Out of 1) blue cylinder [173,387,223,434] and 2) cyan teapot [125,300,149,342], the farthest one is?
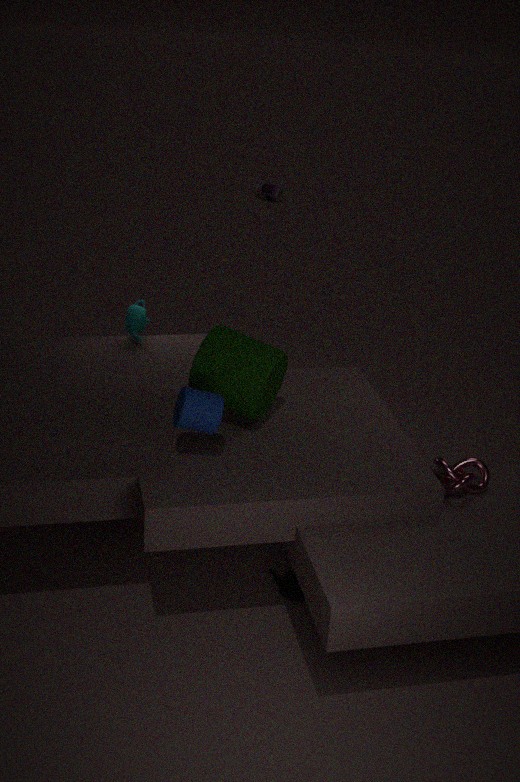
2. cyan teapot [125,300,149,342]
